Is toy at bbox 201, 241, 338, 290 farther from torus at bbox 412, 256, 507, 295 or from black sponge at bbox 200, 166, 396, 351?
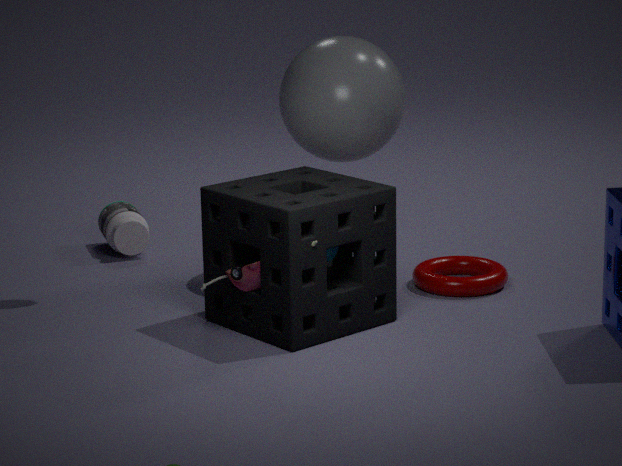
torus at bbox 412, 256, 507, 295
